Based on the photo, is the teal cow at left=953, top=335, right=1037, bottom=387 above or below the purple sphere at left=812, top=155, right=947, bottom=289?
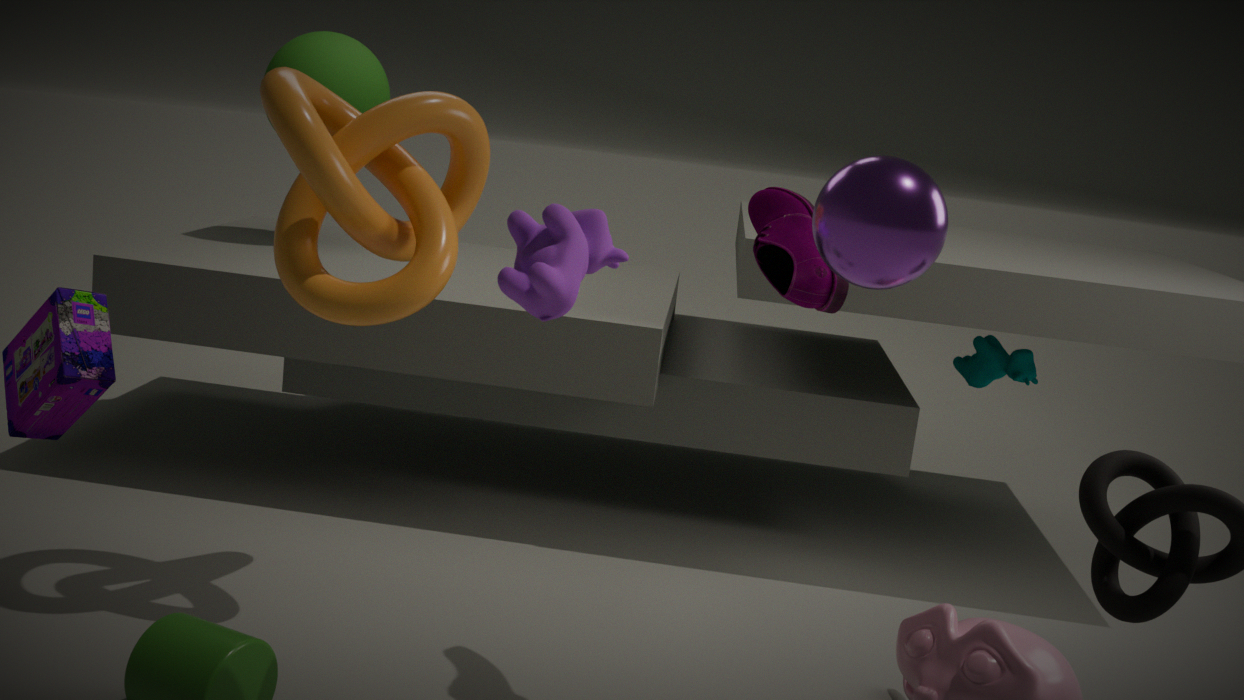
below
